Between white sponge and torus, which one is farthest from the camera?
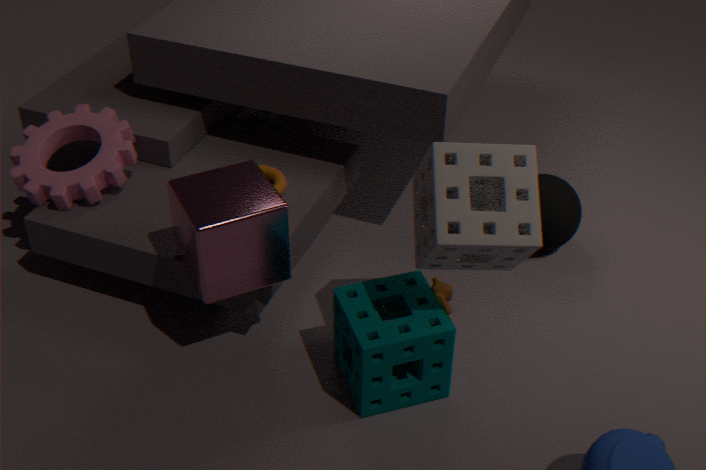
torus
